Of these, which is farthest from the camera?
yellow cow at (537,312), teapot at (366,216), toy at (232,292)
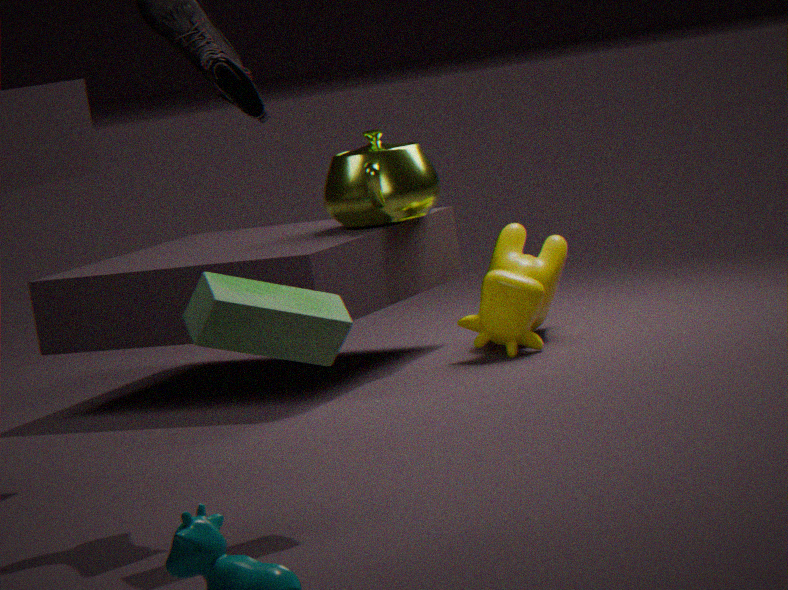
teapot at (366,216)
